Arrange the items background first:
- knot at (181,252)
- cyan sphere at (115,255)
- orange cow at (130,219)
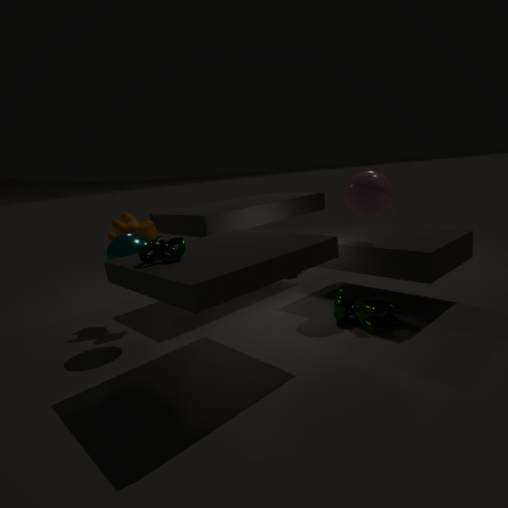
orange cow at (130,219) < cyan sphere at (115,255) < knot at (181,252)
